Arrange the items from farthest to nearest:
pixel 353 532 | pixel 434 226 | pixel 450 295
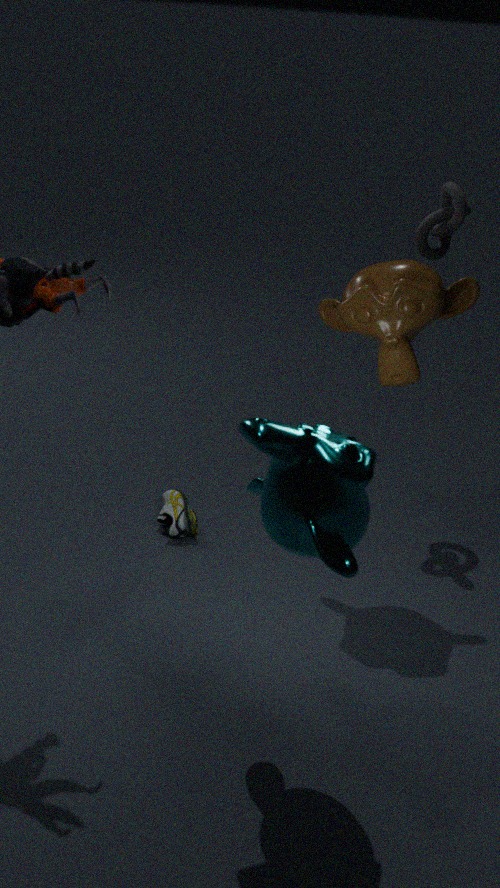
1. pixel 434 226
2. pixel 450 295
3. pixel 353 532
